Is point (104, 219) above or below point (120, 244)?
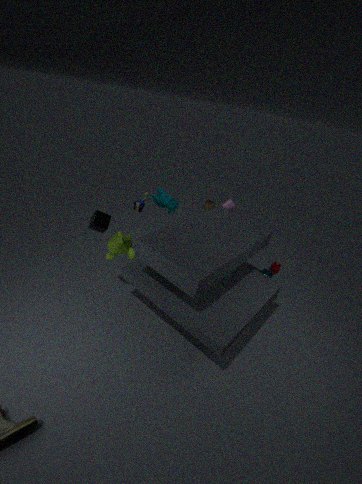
above
